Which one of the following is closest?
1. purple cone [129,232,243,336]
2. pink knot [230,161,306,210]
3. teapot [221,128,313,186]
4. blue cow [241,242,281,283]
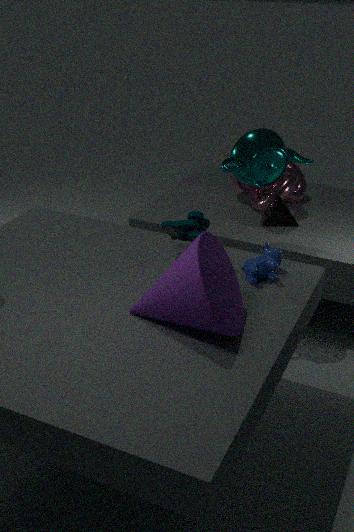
purple cone [129,232,243,336]
